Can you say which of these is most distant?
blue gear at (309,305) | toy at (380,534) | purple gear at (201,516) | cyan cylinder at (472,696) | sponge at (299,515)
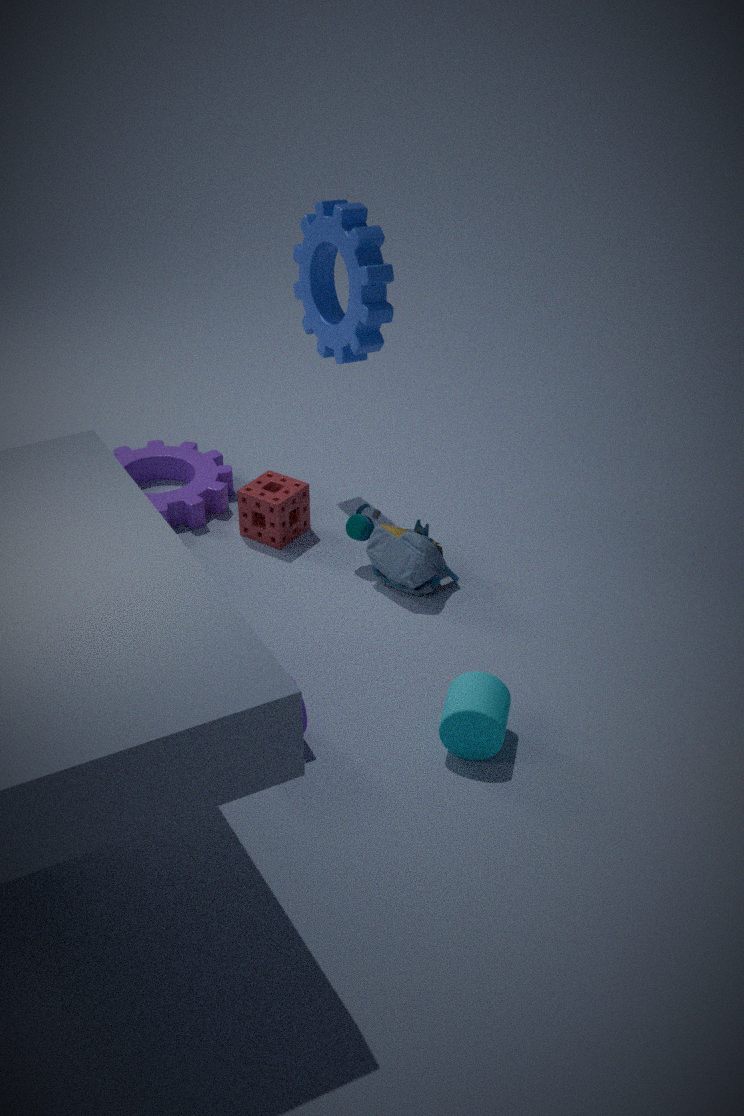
purple gear at (201,516)
